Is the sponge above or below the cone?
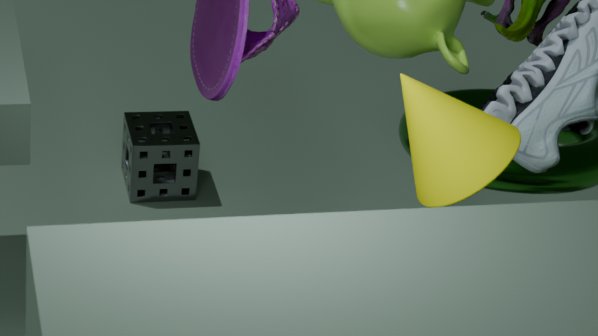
below
